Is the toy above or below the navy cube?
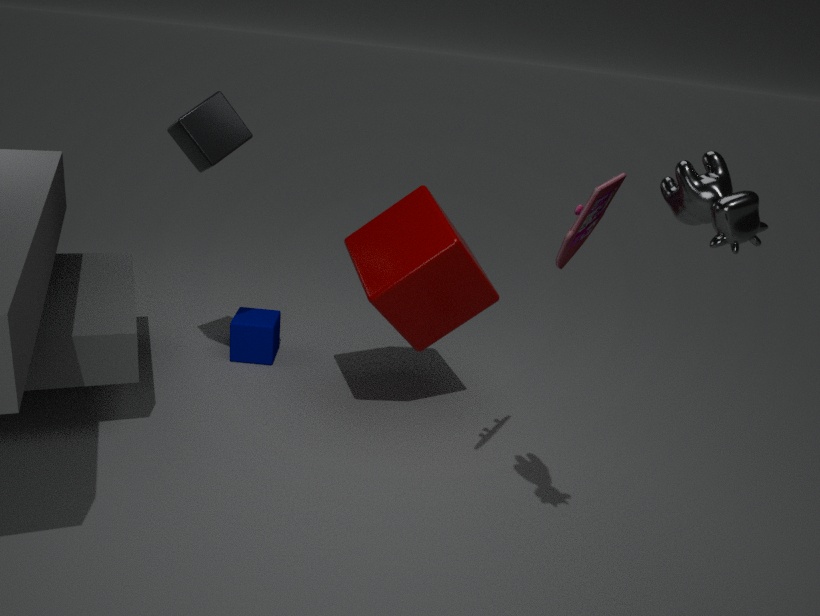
above
